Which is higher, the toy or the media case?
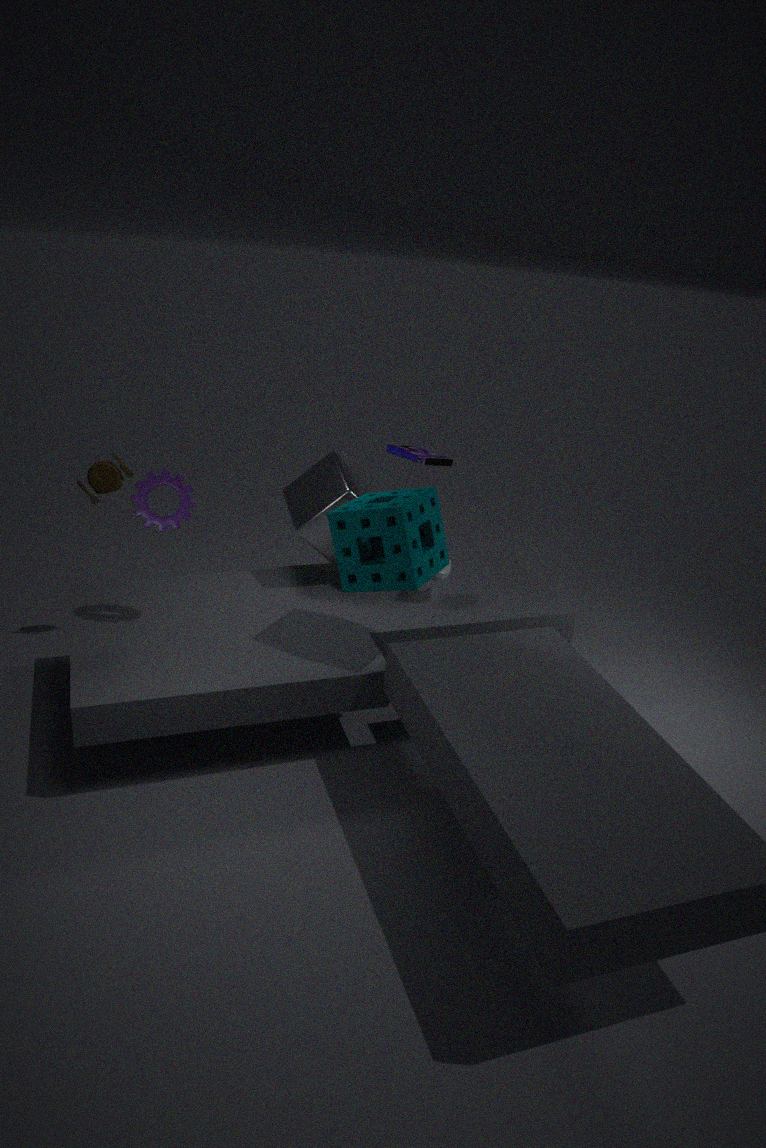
the media case
